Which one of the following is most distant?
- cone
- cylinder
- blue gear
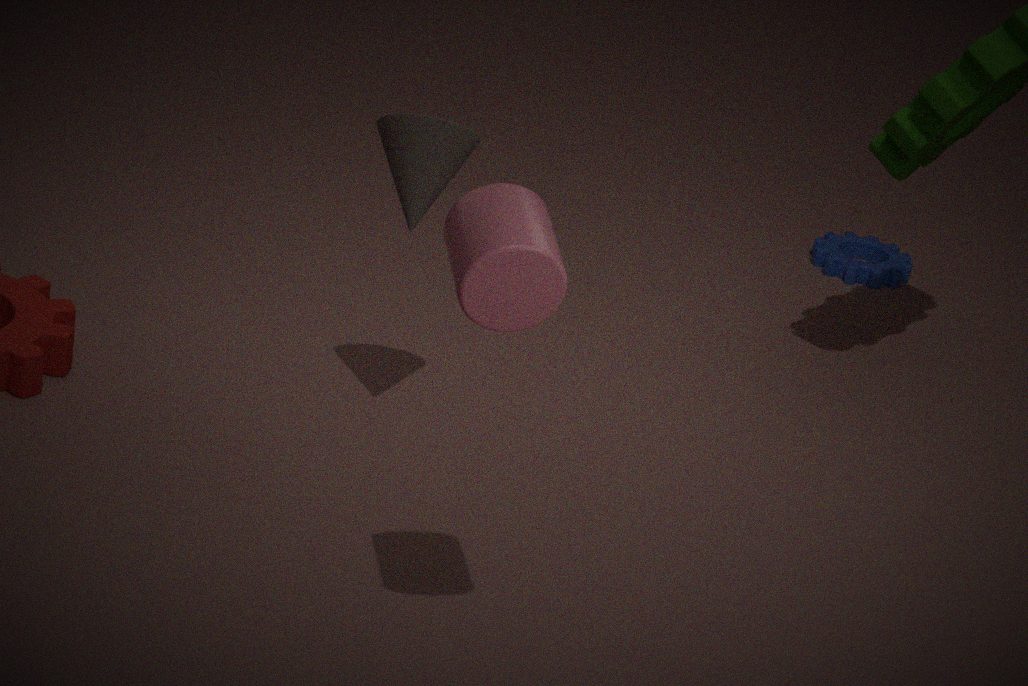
blue gear
